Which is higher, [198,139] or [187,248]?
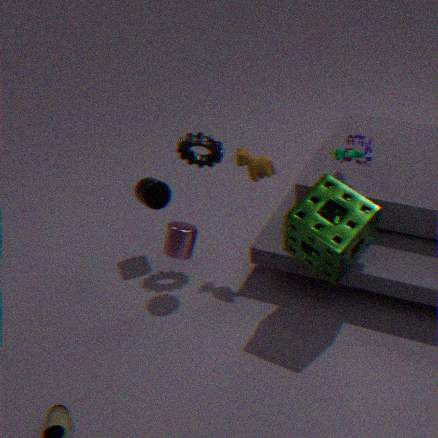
[198,139]
